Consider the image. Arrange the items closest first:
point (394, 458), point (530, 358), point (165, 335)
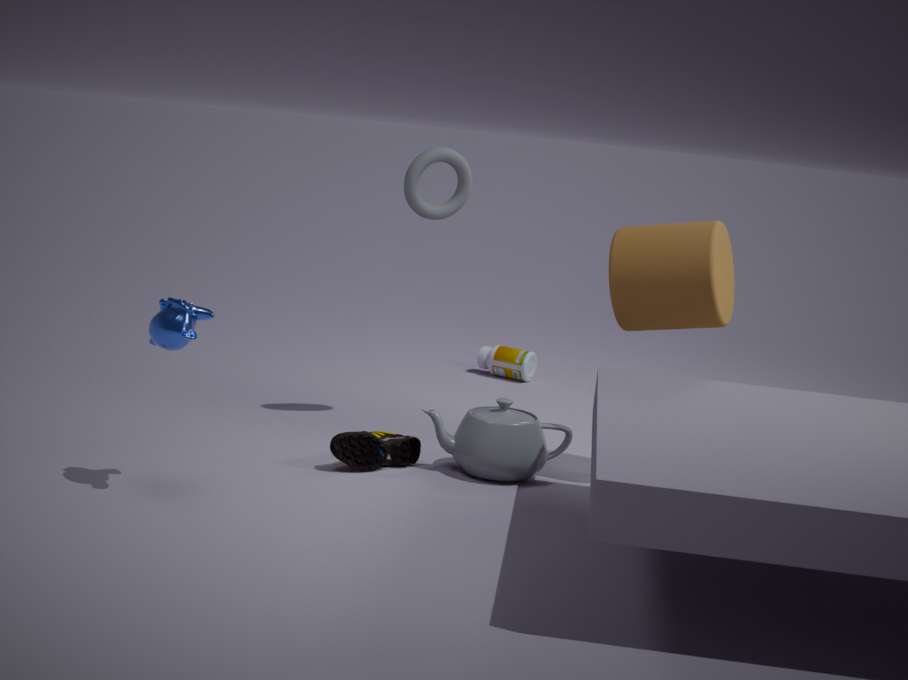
point (165, 335), point (394, 458), point (530, 358)
